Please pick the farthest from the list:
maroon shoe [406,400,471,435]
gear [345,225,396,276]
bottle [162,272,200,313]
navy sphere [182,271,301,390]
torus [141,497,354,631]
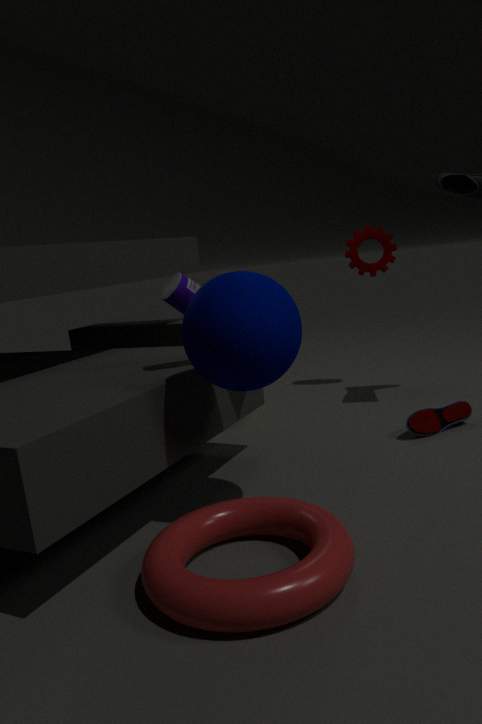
gear [345,225,396,276]
